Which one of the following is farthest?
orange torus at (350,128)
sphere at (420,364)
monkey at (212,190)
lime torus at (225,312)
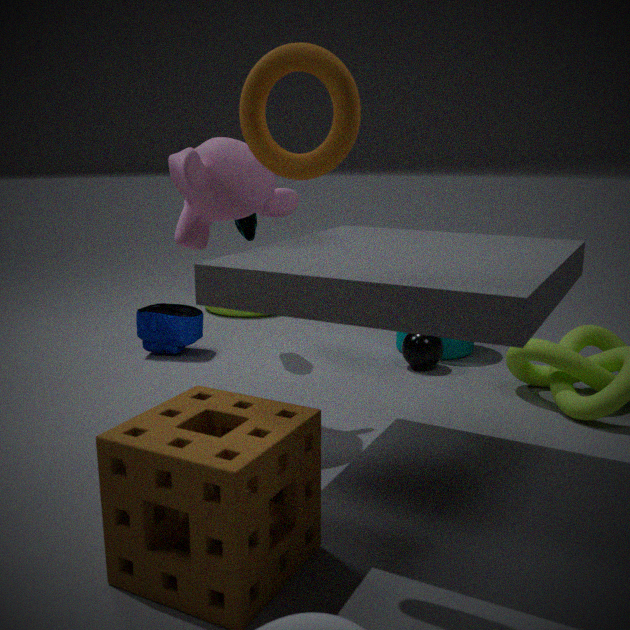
lime torus at (225,312)
